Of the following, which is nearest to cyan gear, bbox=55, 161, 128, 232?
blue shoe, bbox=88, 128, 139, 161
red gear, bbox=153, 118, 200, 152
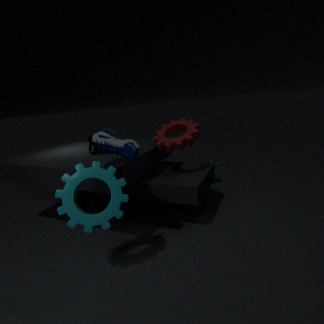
blue shoe, bbox=88, 128, 139, 161
